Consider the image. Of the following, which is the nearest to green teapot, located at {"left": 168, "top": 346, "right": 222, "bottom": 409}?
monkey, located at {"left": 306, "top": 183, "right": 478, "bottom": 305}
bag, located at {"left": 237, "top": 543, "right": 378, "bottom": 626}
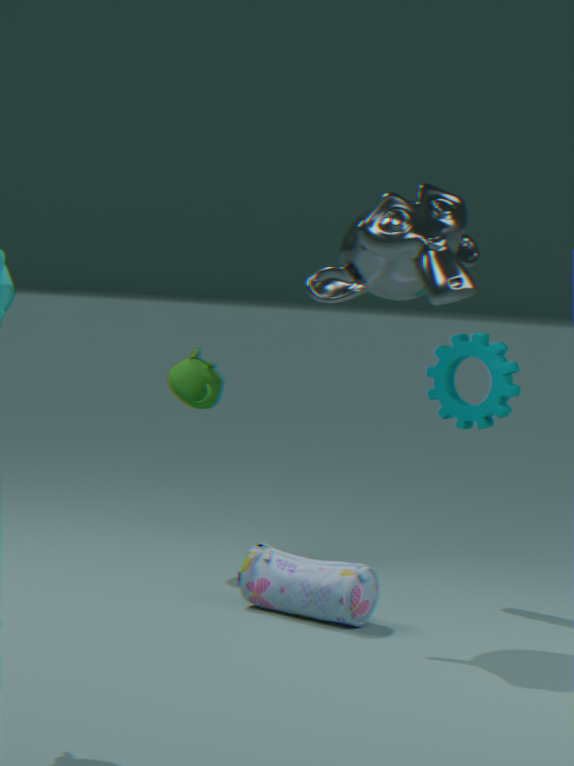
bag, located at {"left": 237, "top": 543, "right": 378, "bottom": 626}
